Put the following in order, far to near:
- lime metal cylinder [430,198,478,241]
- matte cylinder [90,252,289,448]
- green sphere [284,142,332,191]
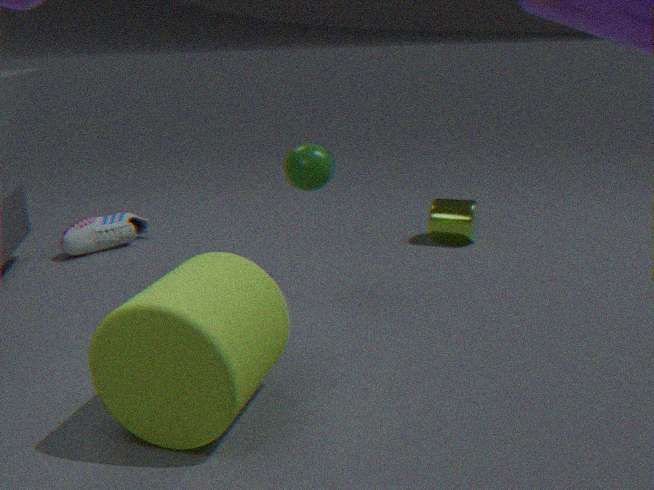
lime metal cylinder [430,198,478,241] < green sphere [284,142,332,191] < matte cylinder [90,252,289,448]
